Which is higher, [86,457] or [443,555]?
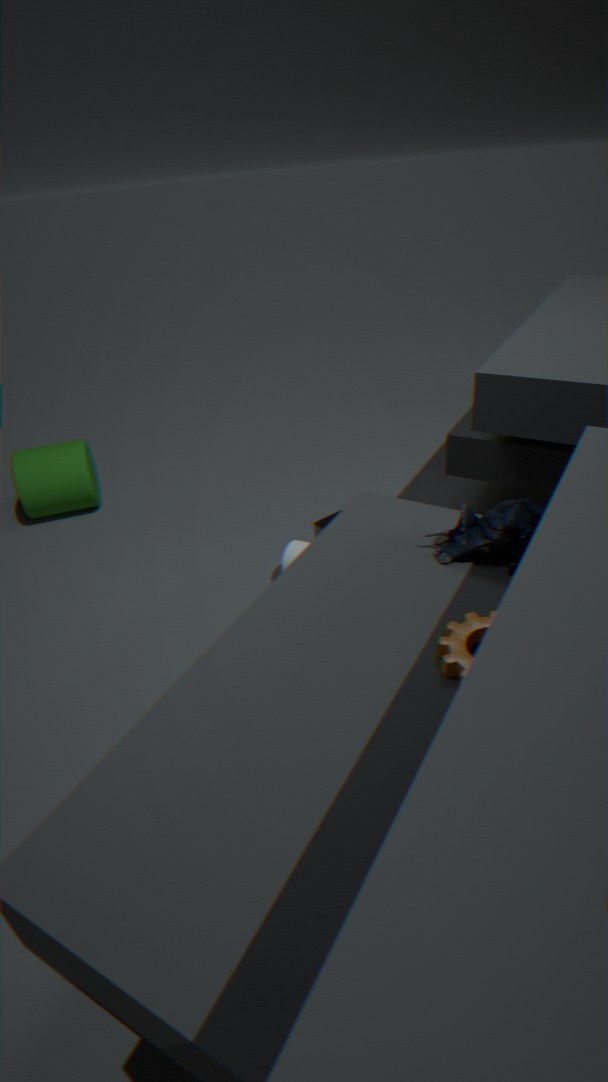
[443,555]
